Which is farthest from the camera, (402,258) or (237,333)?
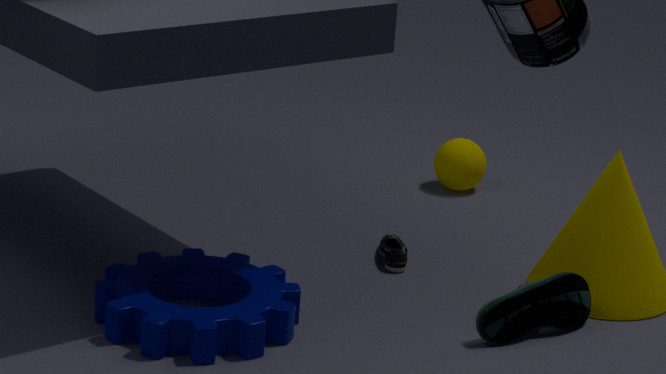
(402,258)
